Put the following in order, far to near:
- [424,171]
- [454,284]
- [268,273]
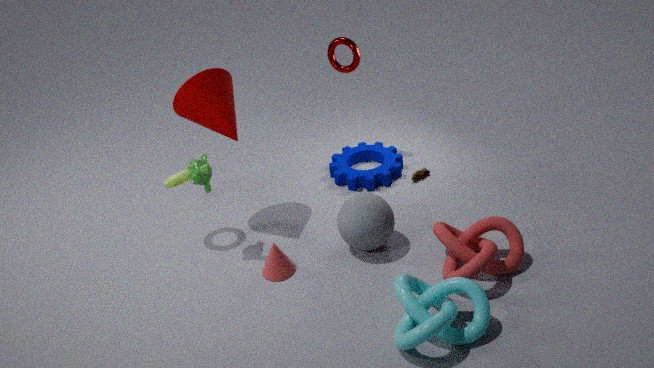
[424,171] → [268,273] → [454,284]
